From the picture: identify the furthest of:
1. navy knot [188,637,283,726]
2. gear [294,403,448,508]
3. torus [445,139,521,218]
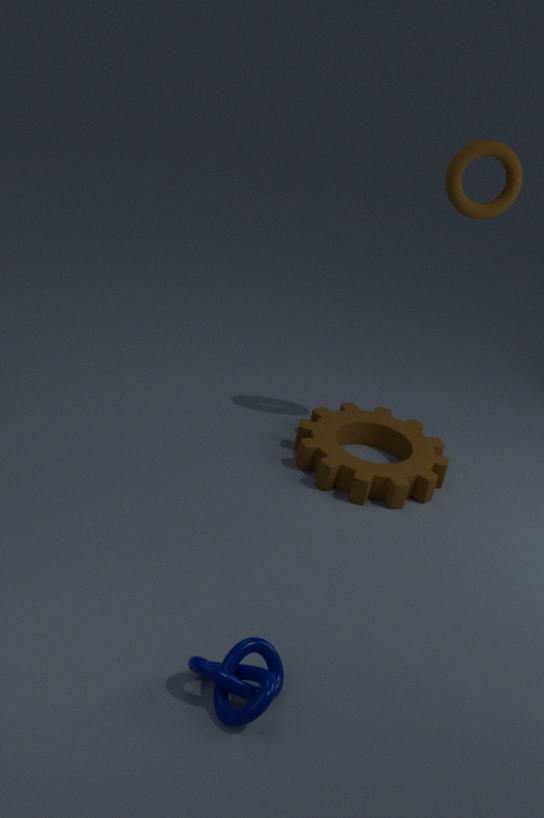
gear [294,403,448,508]
